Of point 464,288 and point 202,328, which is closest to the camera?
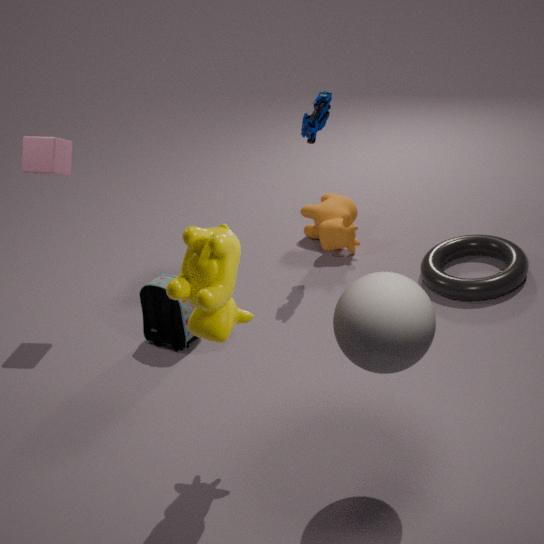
point 202,328
